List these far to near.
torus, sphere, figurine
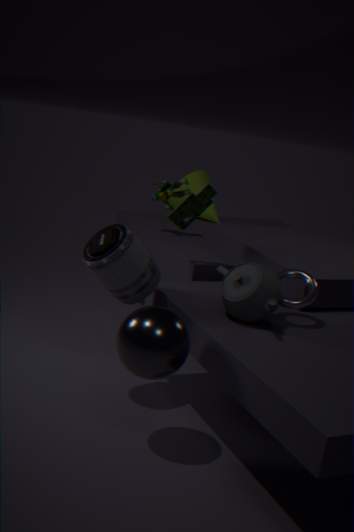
figurine < torus < sphere
